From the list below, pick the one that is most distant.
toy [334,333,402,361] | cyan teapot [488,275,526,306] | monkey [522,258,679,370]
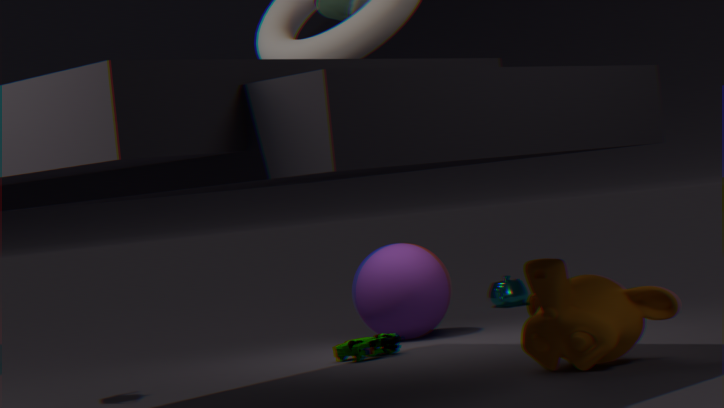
cyan teapot [488,275,526,306]
